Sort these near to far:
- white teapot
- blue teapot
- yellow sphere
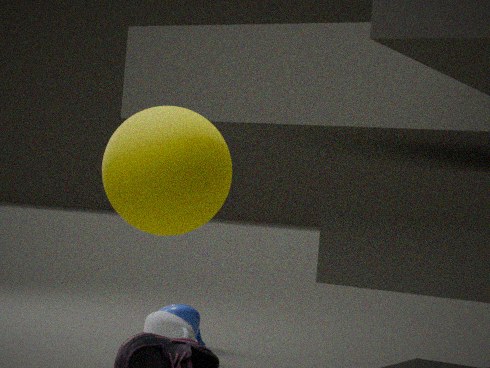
1. yellow sphere
2. white teapot
3. blue teapot
